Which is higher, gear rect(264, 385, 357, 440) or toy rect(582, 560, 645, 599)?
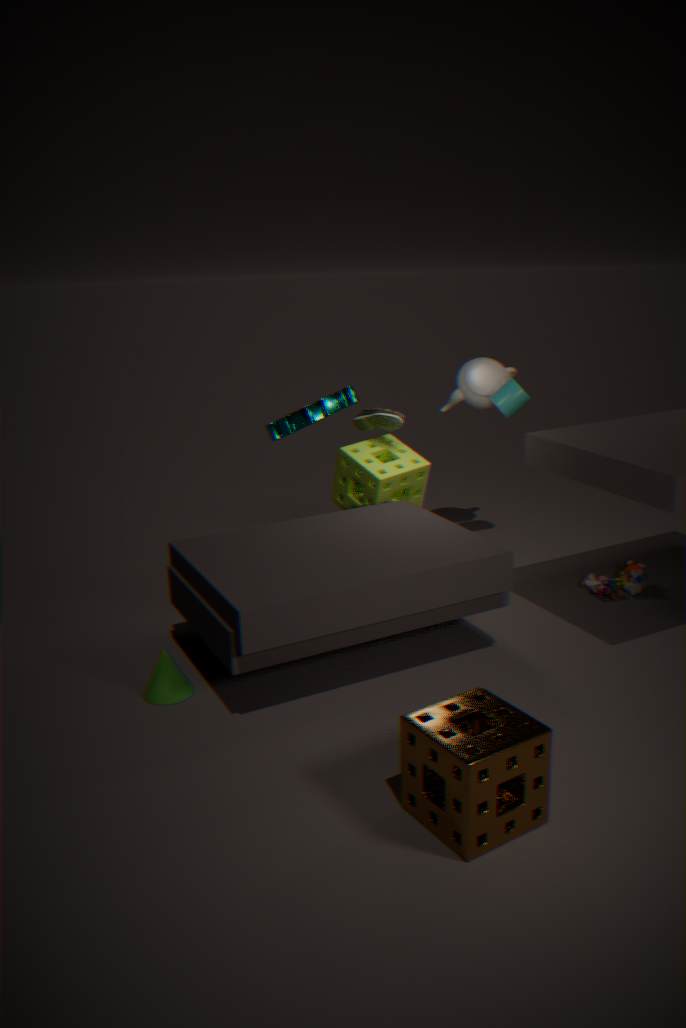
gear rect(264, 385, 357, 440)
